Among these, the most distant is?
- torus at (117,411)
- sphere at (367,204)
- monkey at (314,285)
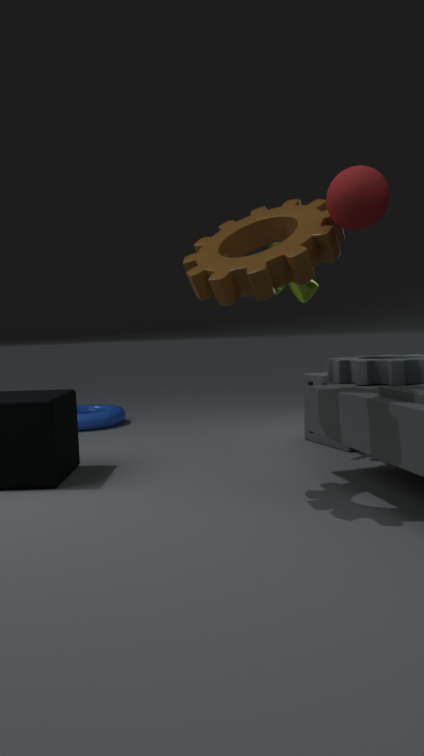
torus at (117,411)
